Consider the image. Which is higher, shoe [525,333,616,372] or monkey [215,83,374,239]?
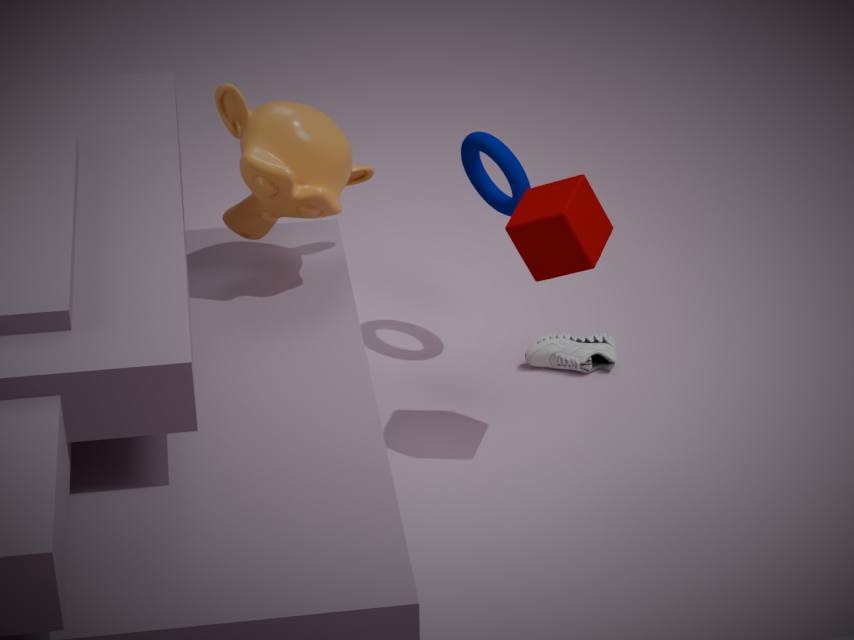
monkey [215,83,374,239]
